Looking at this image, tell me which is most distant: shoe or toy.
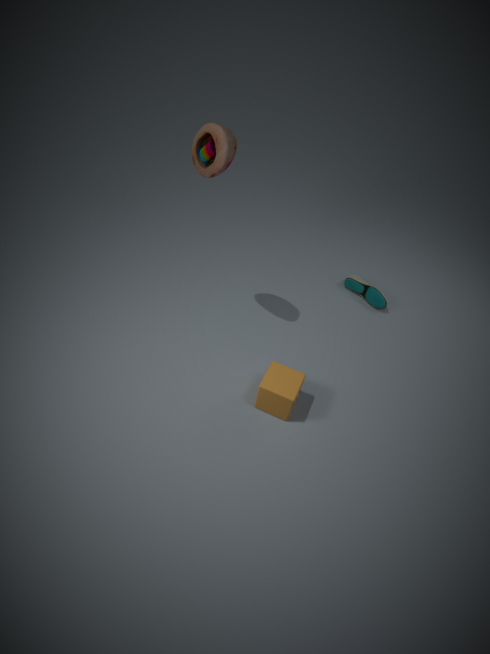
shoe
